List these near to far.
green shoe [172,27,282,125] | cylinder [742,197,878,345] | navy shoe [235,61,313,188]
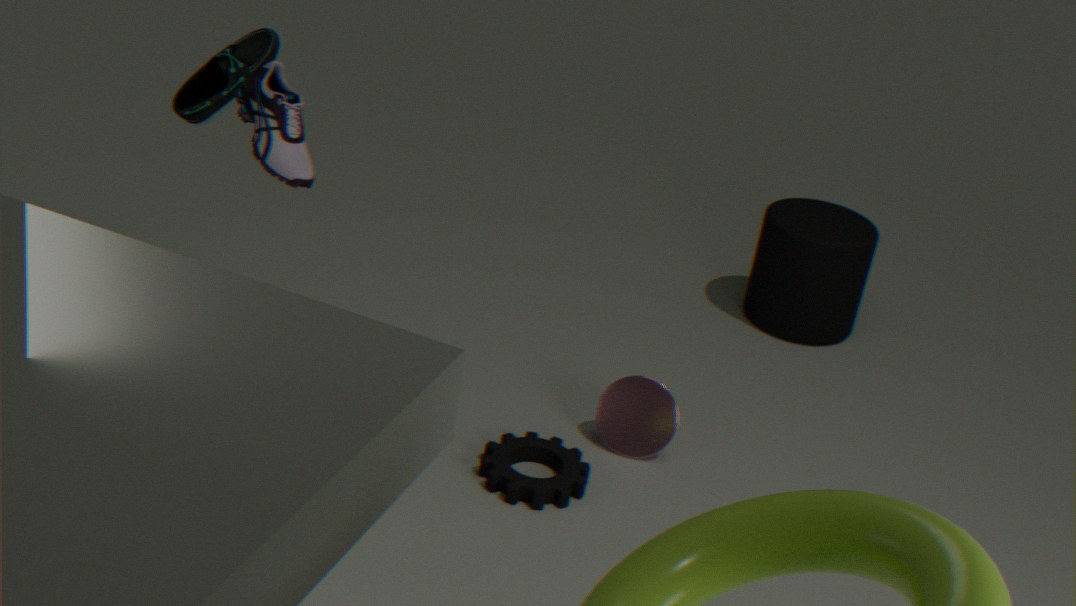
navy shoe [235,61,313,188] → green shoe [172,27,282,125] → cylinder [742,197,878,345]
